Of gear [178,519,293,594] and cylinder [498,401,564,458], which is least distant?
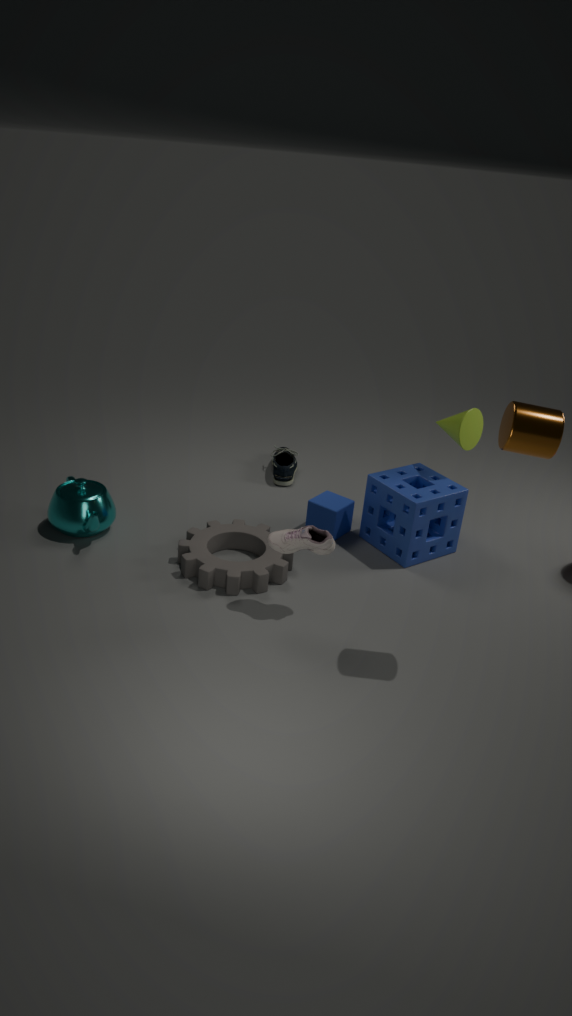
cylinder [498,401,564,458]
